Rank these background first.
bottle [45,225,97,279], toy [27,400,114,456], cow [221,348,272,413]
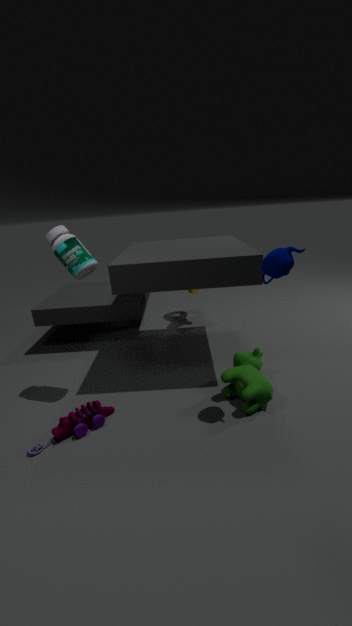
cow [221,348,272,413], bottle [45,225,97,279], toy [27,400,114,456]
